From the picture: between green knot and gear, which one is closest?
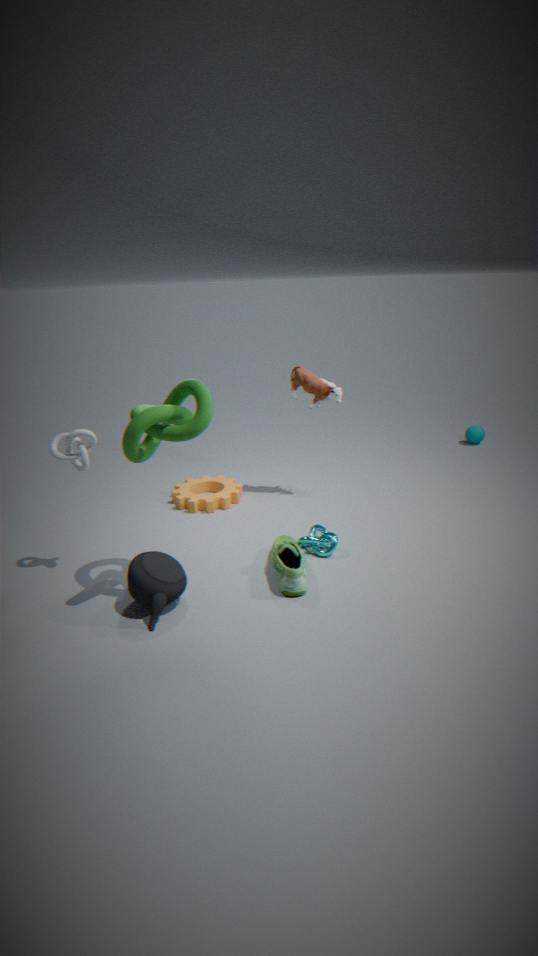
green knot
